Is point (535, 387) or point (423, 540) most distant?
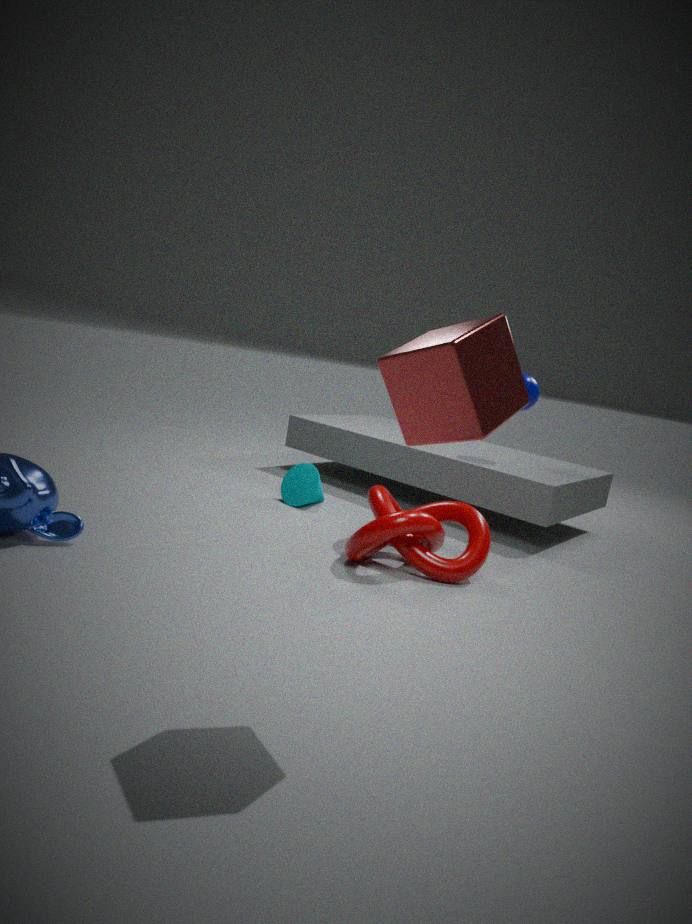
point (535, 387)
